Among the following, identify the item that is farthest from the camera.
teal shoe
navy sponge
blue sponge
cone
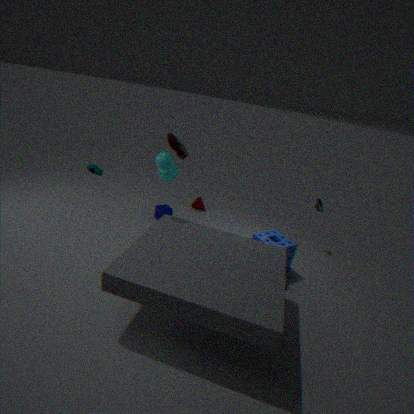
cone
